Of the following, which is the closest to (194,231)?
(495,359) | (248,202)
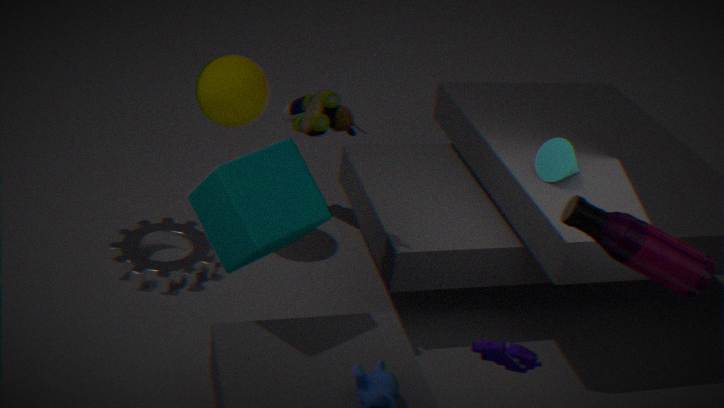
(248,202)
